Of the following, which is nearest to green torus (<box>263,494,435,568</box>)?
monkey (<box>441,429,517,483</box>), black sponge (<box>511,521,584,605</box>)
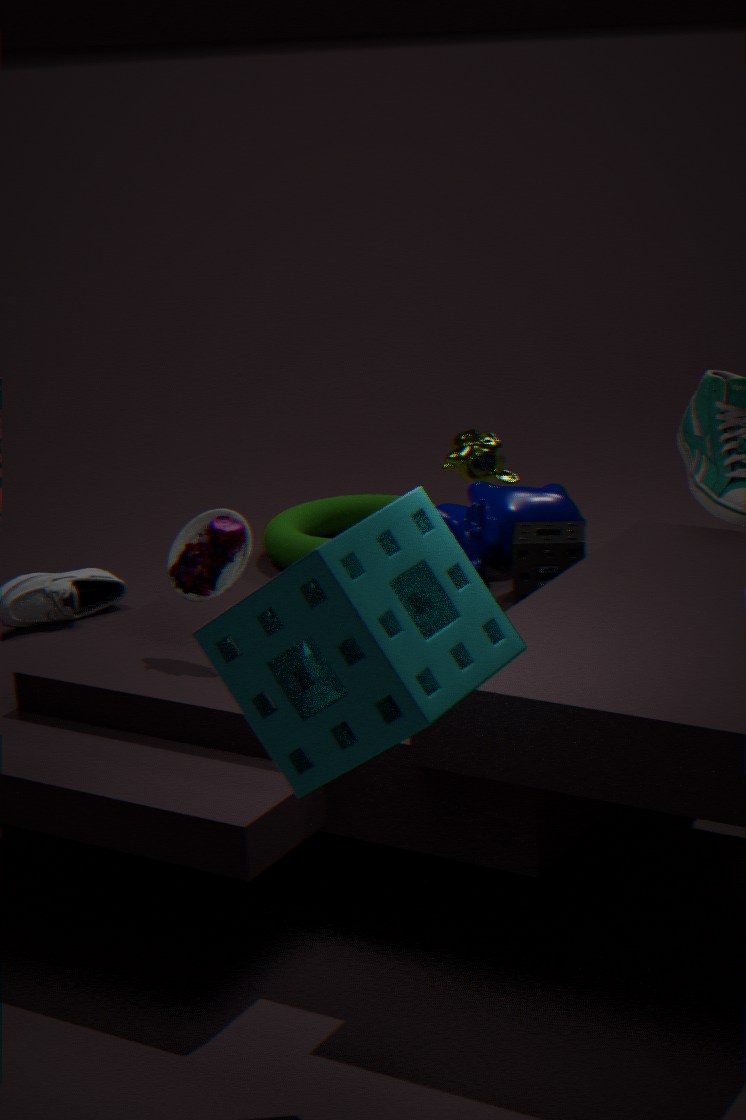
monkey (<box>441,429,517,483</box>)
